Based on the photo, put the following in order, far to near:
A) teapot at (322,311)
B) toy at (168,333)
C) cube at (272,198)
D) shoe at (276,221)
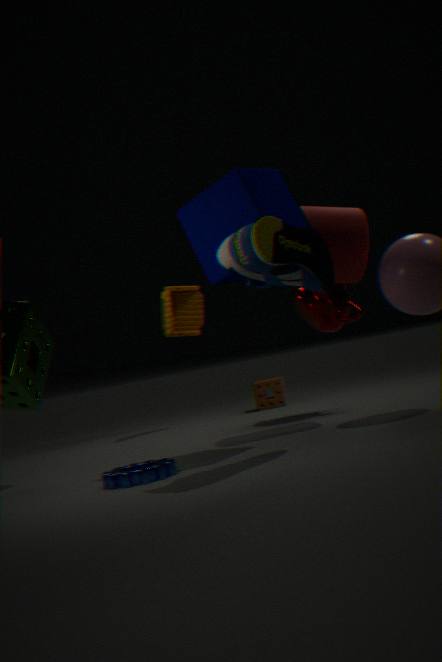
toy at (168,333) < teapot at (322,311) < cube at (272,198) < shoe at (276,221)
